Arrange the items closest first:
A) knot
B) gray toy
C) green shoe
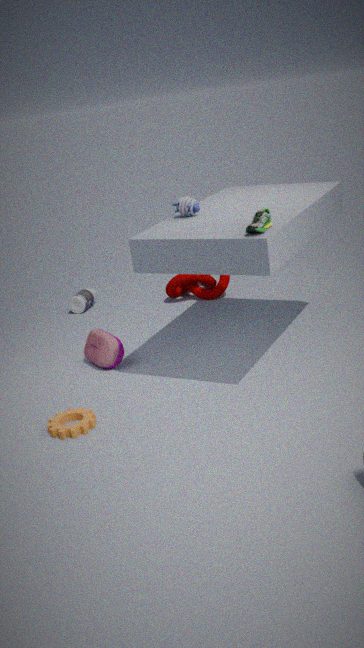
green shoe → gray toy → knot
